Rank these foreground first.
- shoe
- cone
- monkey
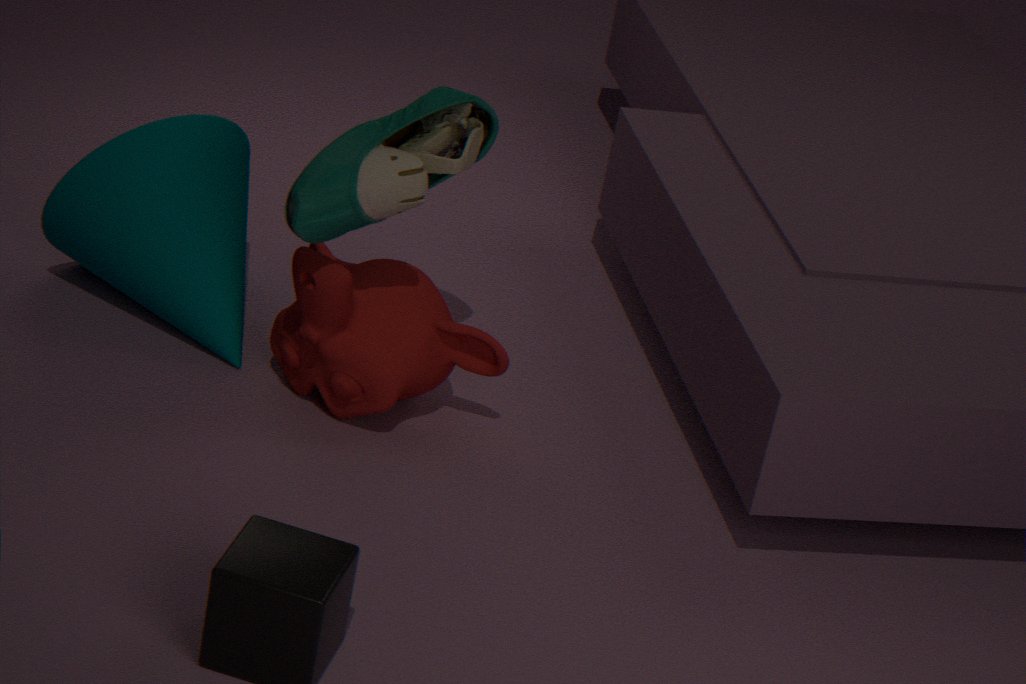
shoe → monkey → cone
